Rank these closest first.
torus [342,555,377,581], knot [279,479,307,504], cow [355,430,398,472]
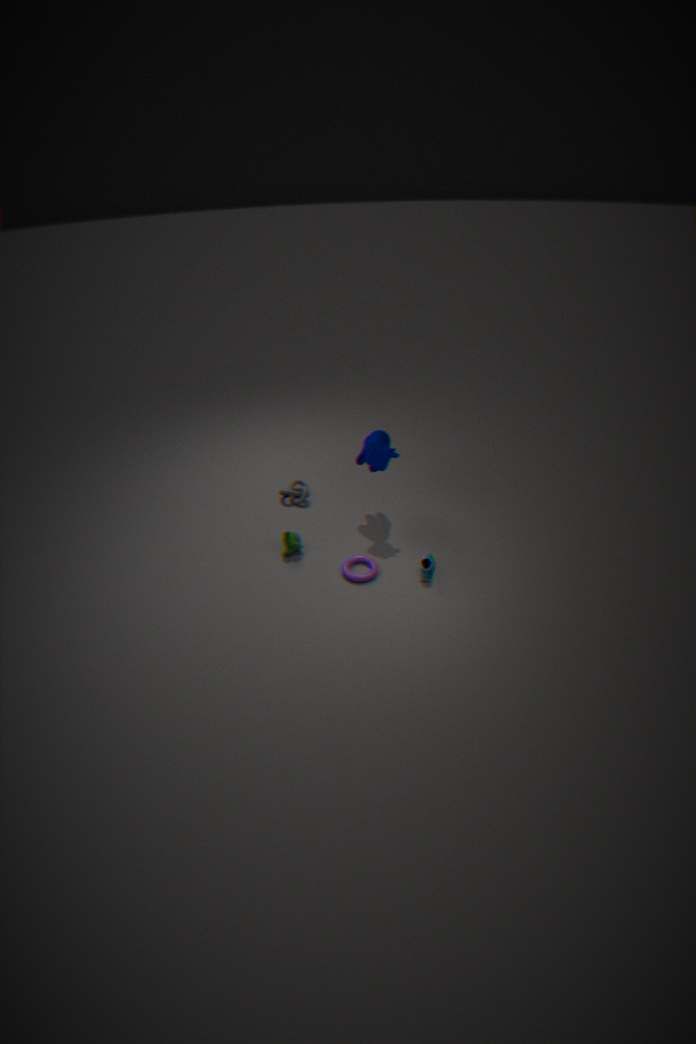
torus [342,555,377,581] < cow [355,430,398,472] < knot [279,479,307,504]
